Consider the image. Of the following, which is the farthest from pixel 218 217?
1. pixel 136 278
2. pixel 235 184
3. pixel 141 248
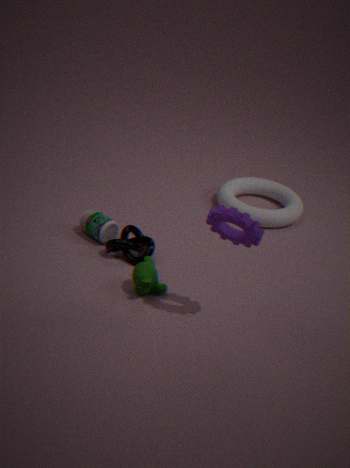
pixel 235 184
